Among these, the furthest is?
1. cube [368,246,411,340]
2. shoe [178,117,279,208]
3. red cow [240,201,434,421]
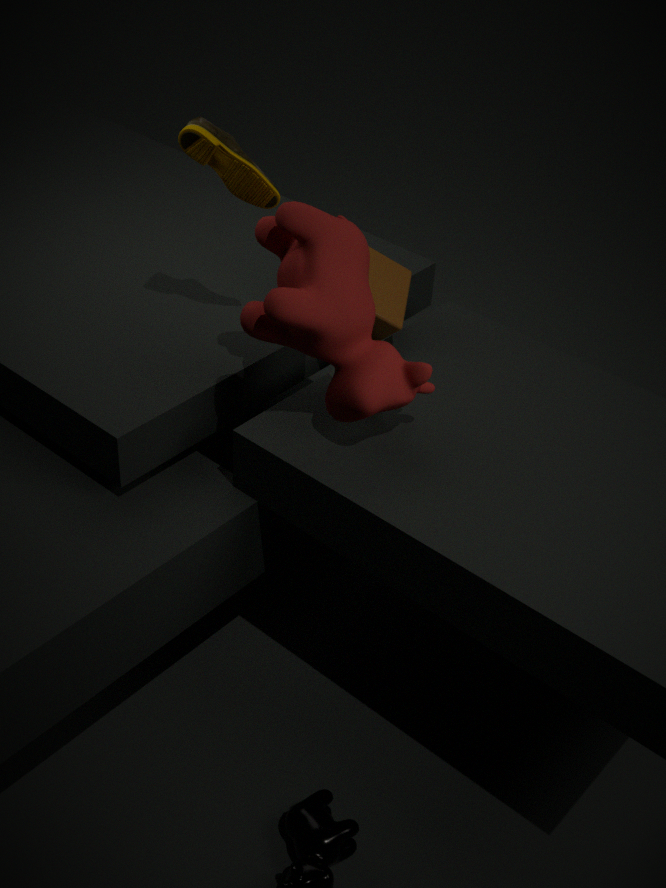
cube [368,246,411,340]
